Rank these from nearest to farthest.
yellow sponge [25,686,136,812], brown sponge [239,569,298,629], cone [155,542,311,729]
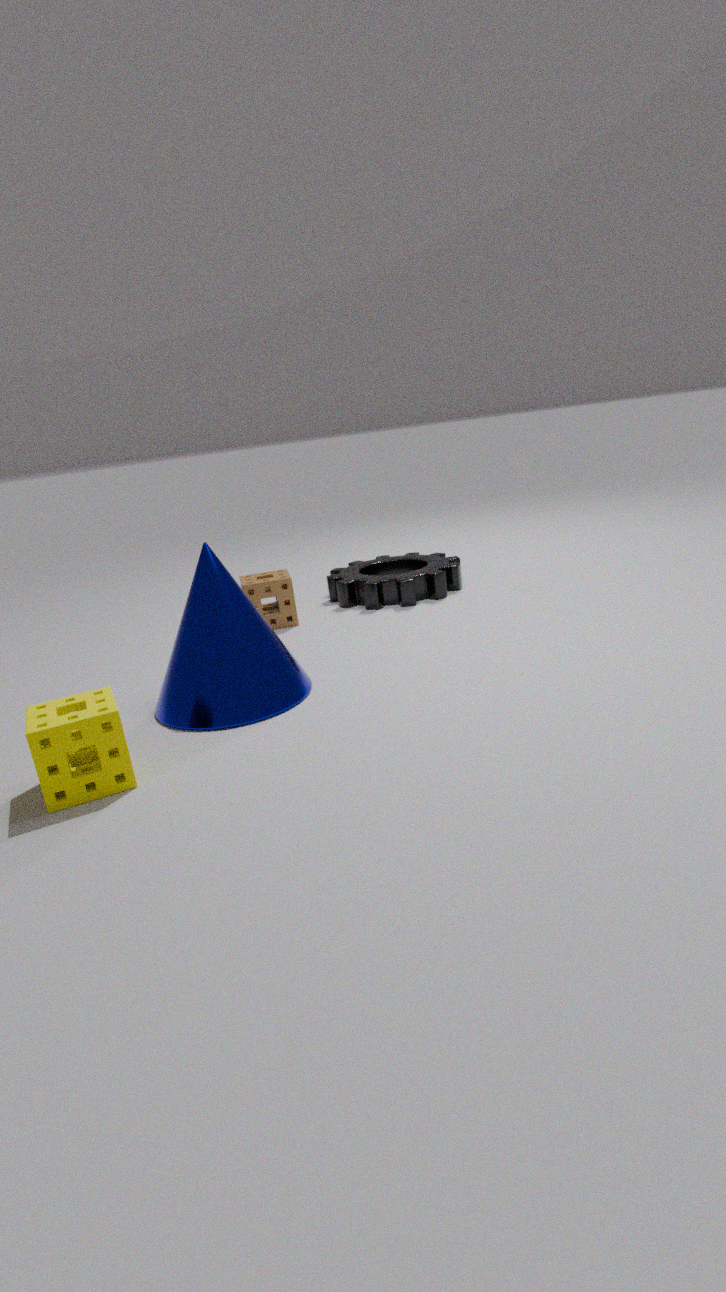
1. yellow sponge [25,686,136,812]
2. cone [155,542,311,729]
3. brown sponge [239,569,298,629]
